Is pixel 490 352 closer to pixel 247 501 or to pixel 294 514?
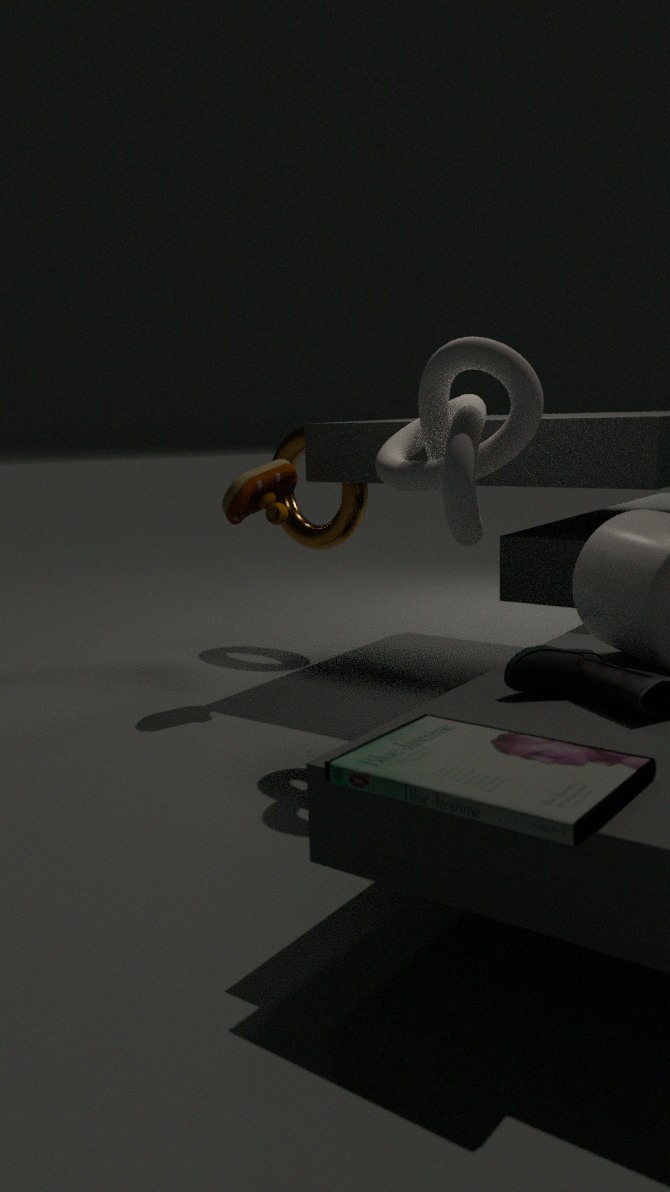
pixel 247 501
